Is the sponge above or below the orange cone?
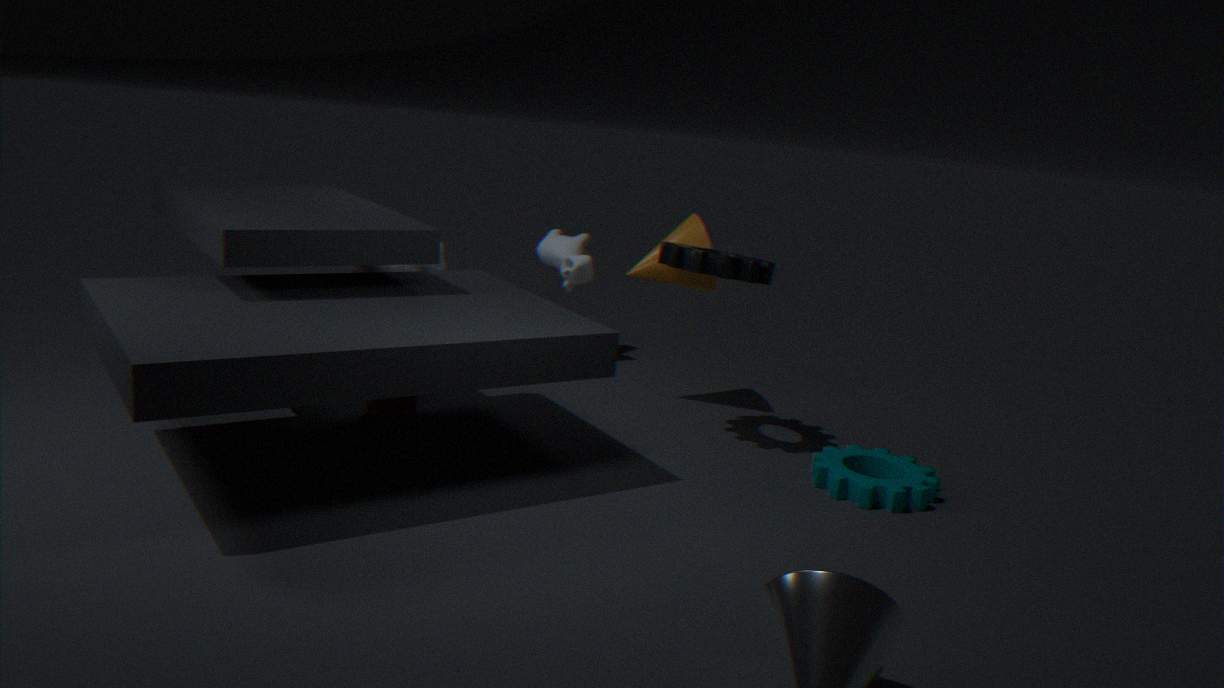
below
